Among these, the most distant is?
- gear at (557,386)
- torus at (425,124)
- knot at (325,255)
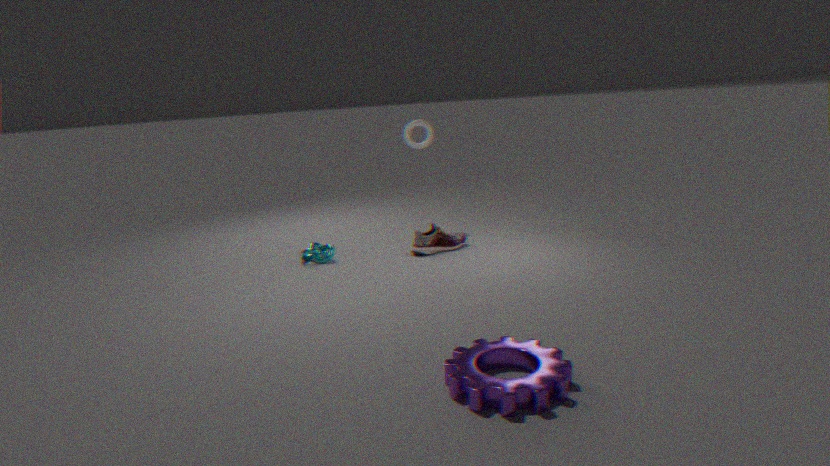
torus at (425,124)
